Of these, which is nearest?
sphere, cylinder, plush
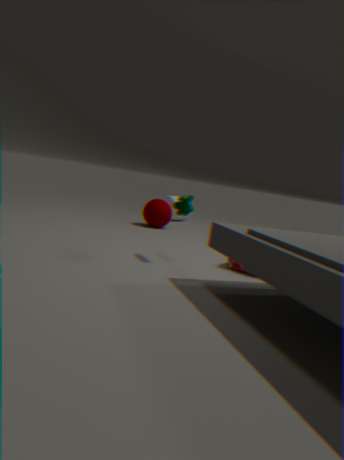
plush
